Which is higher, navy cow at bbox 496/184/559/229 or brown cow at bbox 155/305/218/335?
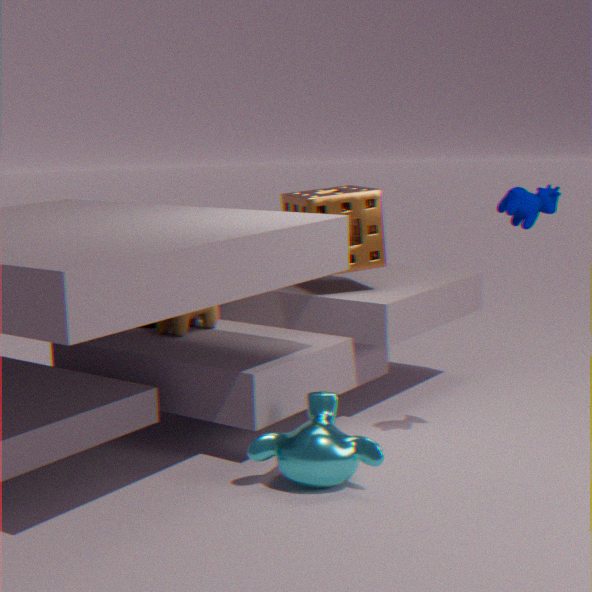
navy cow at bbox 496/184/559/229
